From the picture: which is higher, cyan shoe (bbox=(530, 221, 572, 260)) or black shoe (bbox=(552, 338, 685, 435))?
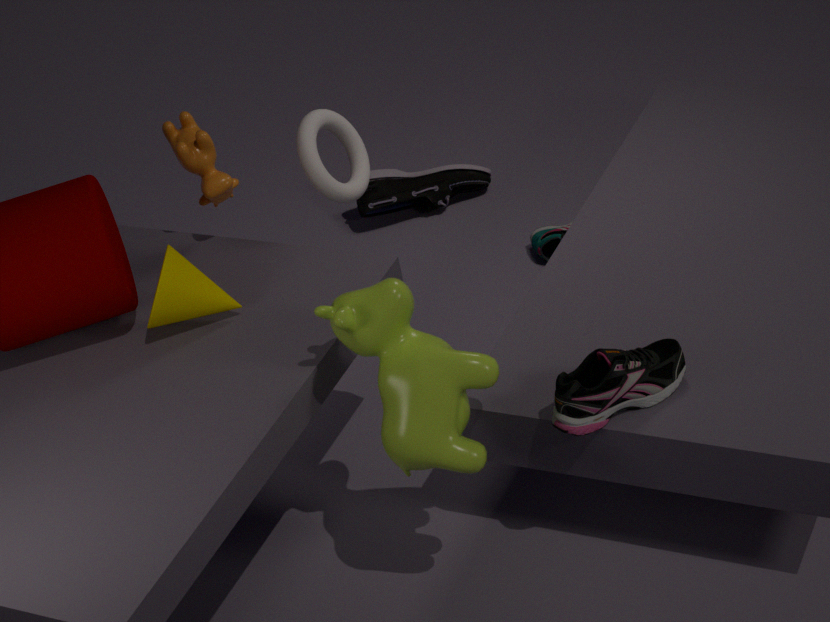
black shoe (bbox=(552, 338, 685, 435))
